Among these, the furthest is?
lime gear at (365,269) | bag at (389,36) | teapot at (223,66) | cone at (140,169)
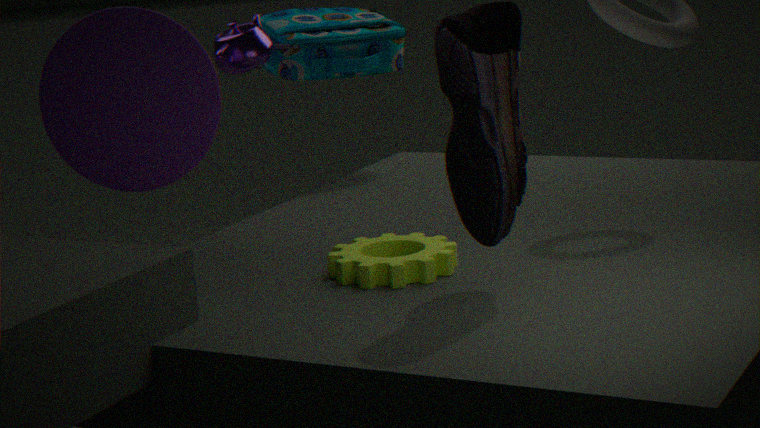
bag at (389,36)
